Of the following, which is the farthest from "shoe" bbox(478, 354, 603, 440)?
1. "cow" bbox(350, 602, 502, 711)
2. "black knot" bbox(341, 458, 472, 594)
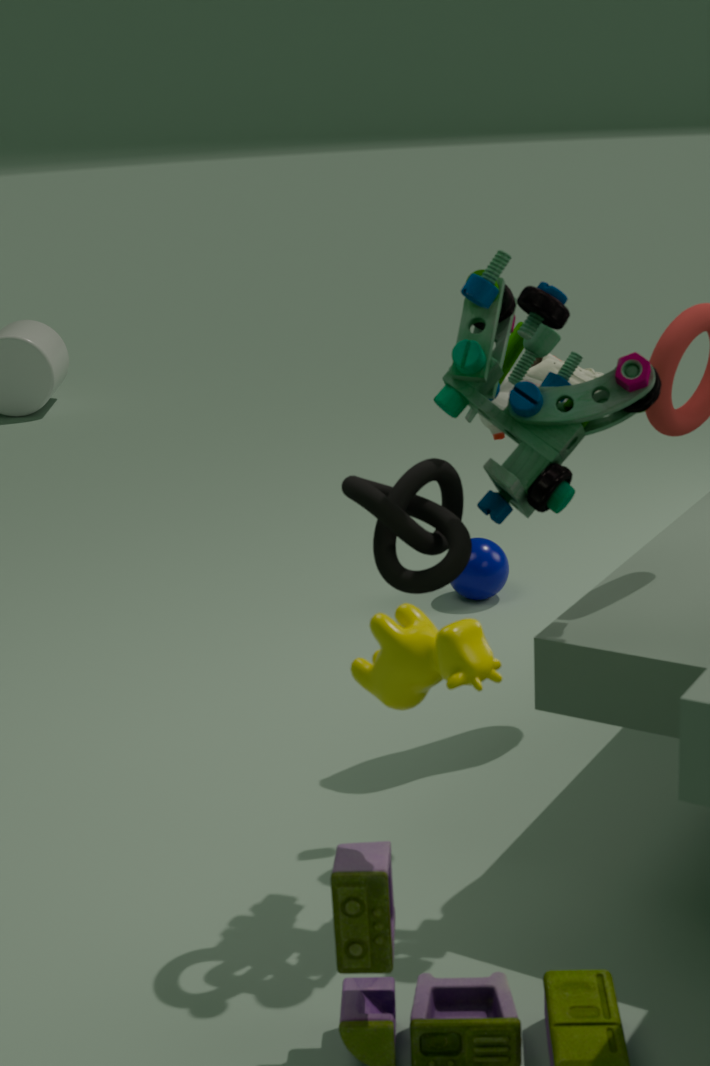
"cow" bbox(350, 602, 502, 711)
